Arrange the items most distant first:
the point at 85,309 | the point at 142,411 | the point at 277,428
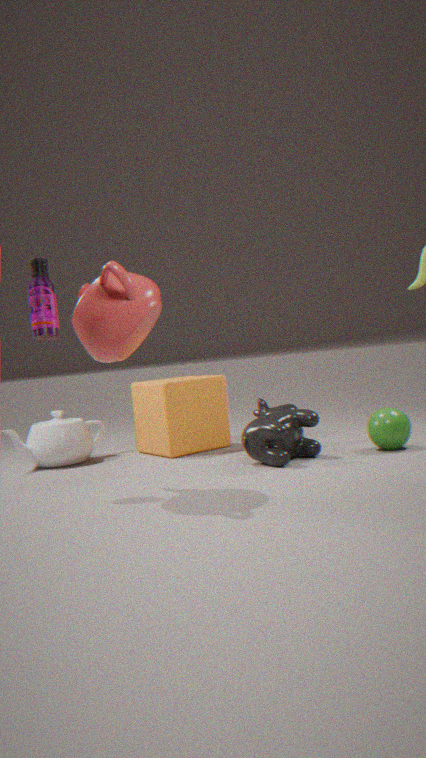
the point at 142,411, the point at 277,428, the point at 85,309
